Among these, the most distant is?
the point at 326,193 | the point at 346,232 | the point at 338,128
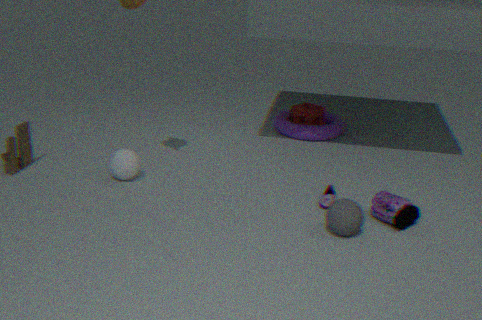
the point at 338,128
